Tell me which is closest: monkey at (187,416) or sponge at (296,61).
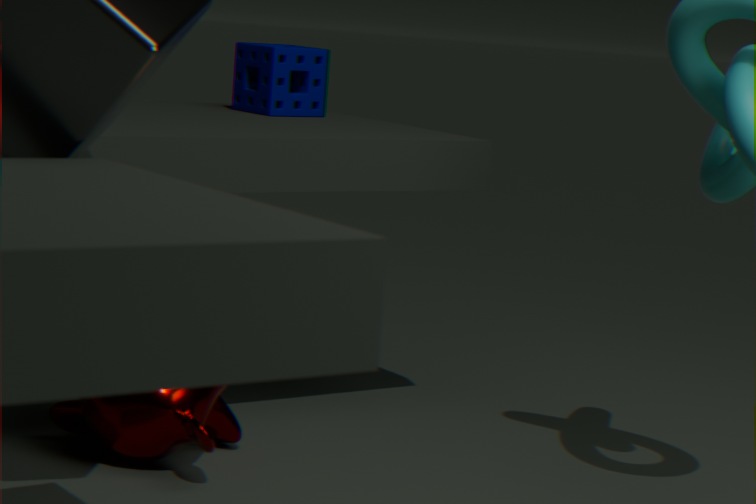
monkey at (187,416)
